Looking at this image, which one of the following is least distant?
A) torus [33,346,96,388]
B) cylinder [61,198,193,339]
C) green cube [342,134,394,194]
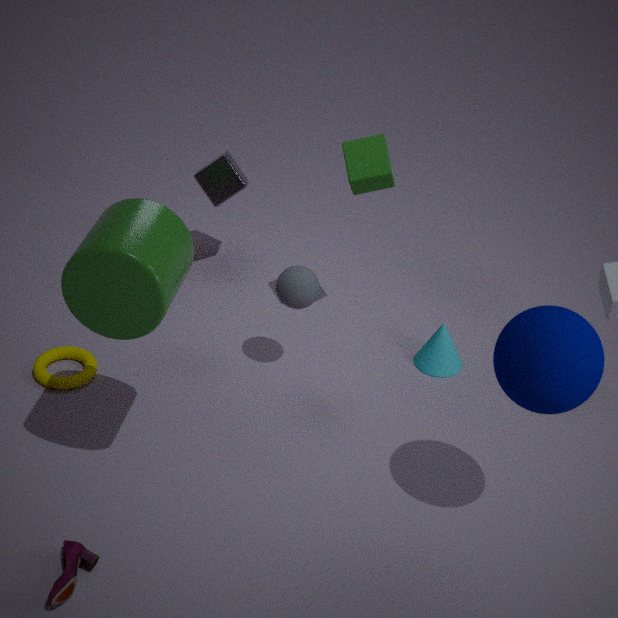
cylinder [61,198,193,339]
